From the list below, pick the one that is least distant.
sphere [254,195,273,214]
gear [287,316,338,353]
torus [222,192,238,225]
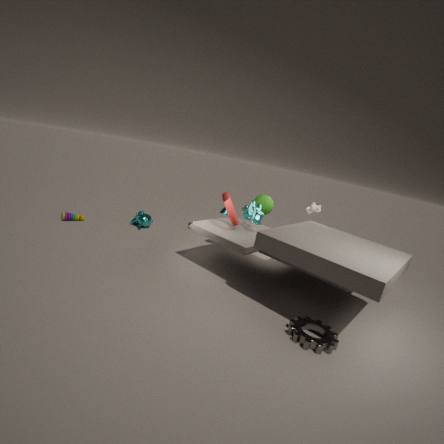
gear [287,316,338,353]
